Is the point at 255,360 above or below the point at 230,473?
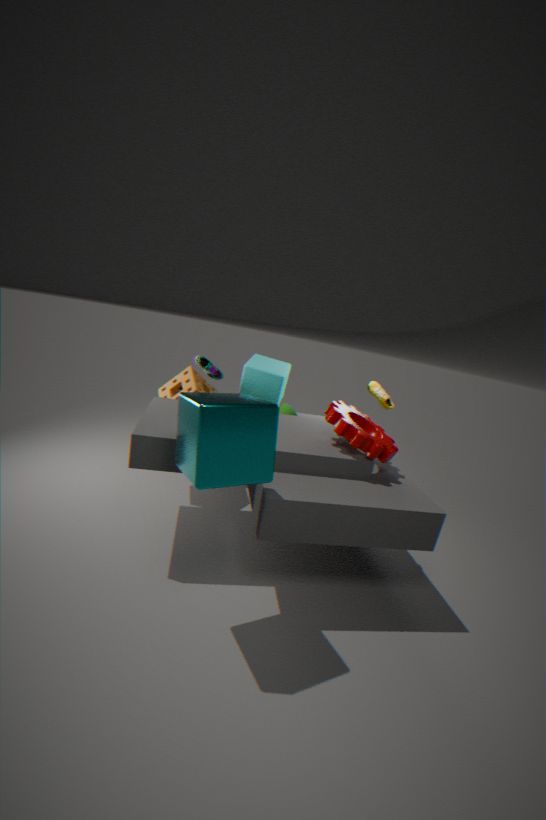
below
